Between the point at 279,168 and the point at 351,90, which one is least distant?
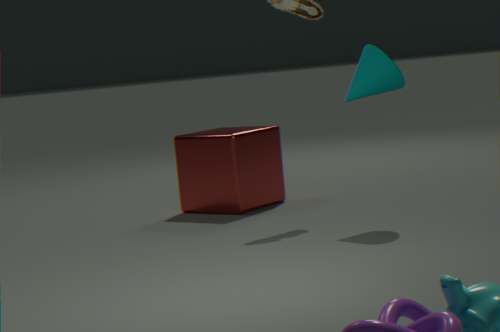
the point at 351,90
